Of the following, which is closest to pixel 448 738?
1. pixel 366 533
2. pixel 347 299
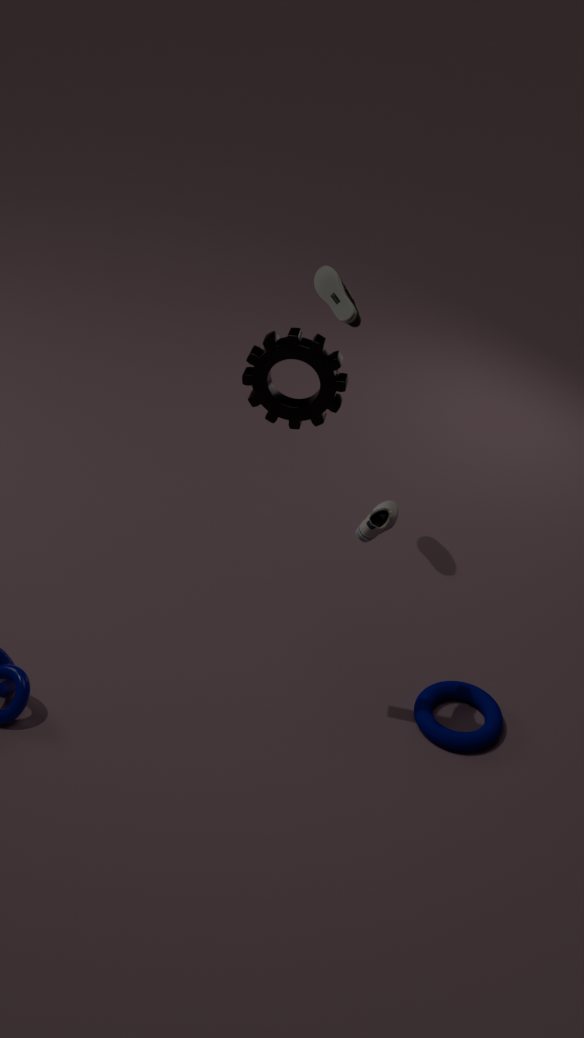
pixel 366 533
